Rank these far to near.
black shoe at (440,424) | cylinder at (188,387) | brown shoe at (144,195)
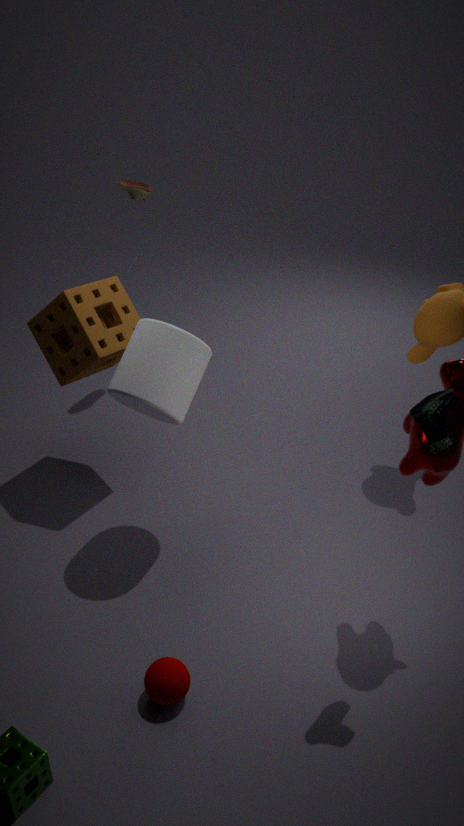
brown shoe at (144,195)
cylinder at (188,387)
black shoe at (440,424)
